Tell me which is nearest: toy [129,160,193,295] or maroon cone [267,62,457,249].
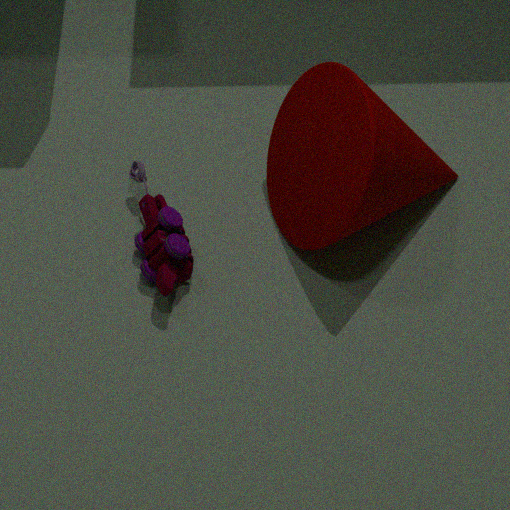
maroon cone [267,62,457,249]
